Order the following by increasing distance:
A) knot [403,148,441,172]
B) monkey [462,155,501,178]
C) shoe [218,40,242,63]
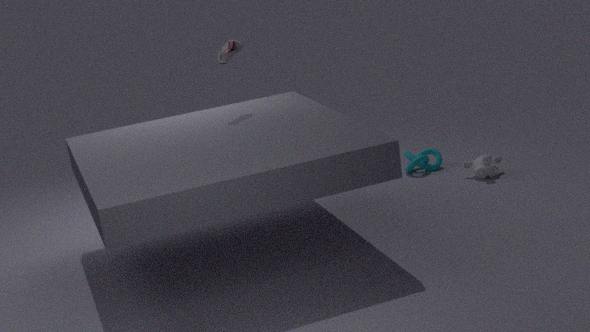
shoe [218,40,242,63] < monkey [462,155,501,178] < knot [403,148,441,172]
